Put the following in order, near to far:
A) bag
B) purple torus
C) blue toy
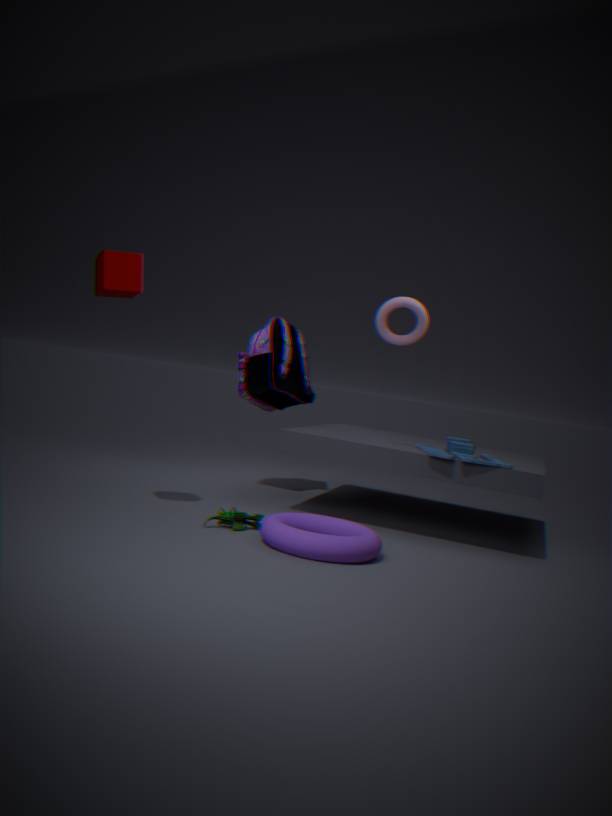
purple torus, blue toy, bag
